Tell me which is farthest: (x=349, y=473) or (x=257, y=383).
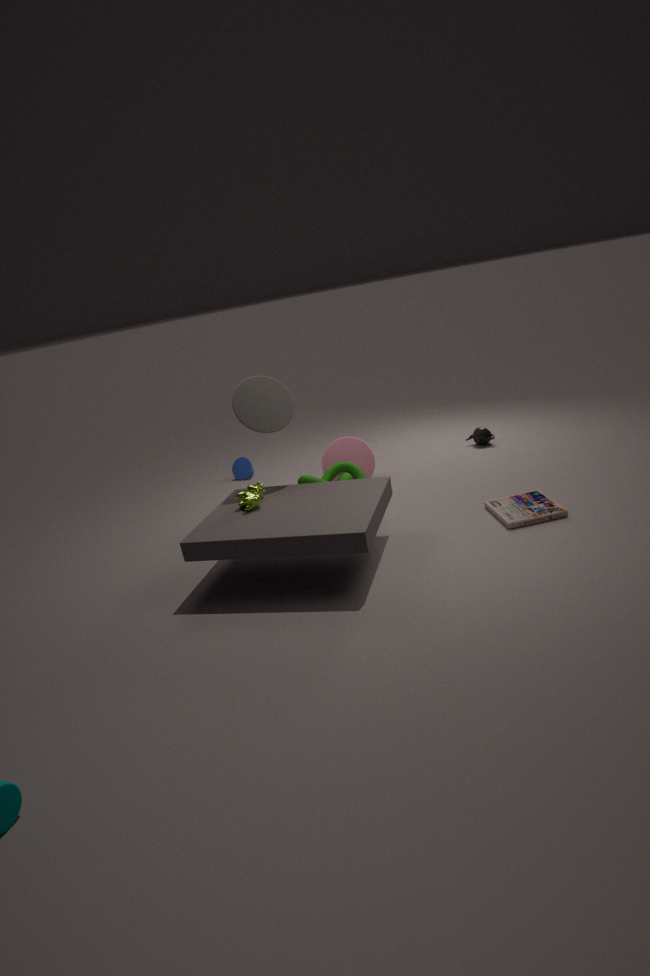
(x=349, y=473)
